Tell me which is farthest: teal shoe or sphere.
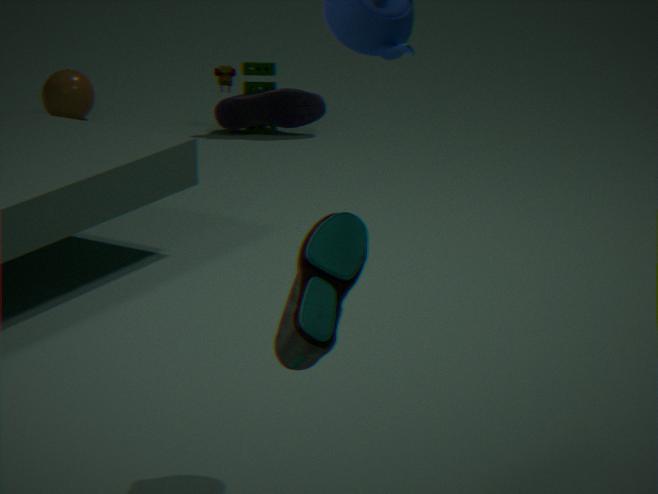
sphere
